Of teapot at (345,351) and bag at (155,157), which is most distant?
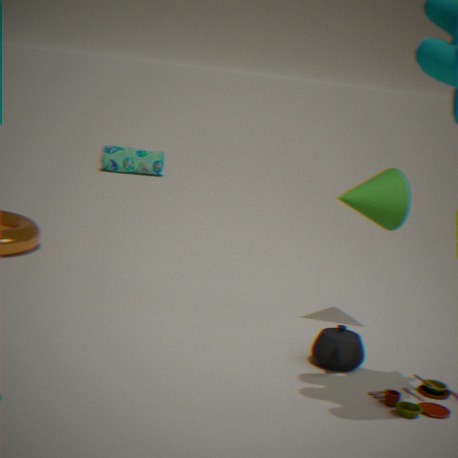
bag at (155,157)
